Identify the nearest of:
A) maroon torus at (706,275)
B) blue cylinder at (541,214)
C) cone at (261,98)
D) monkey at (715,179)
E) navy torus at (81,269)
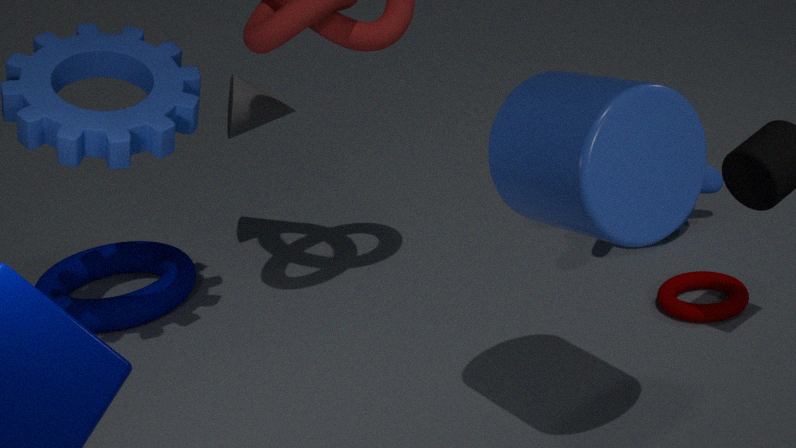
blue cylinder at (541,214)
